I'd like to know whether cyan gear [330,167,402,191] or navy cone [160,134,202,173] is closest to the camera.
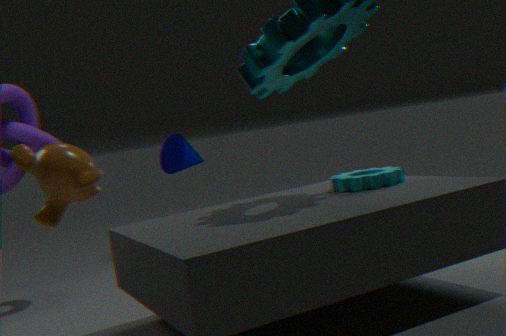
cyan gear [330,167,402,191]
